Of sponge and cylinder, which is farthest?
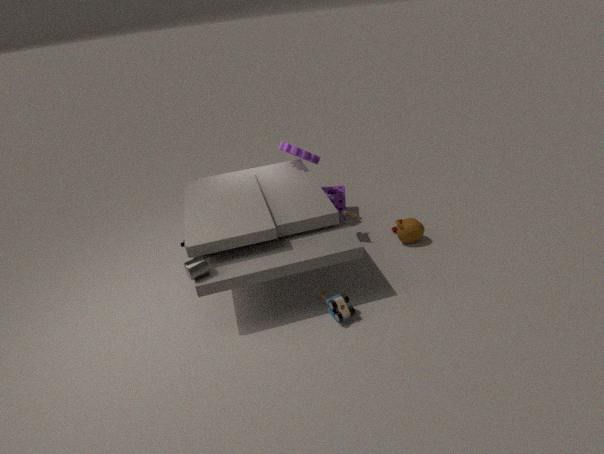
sponge
